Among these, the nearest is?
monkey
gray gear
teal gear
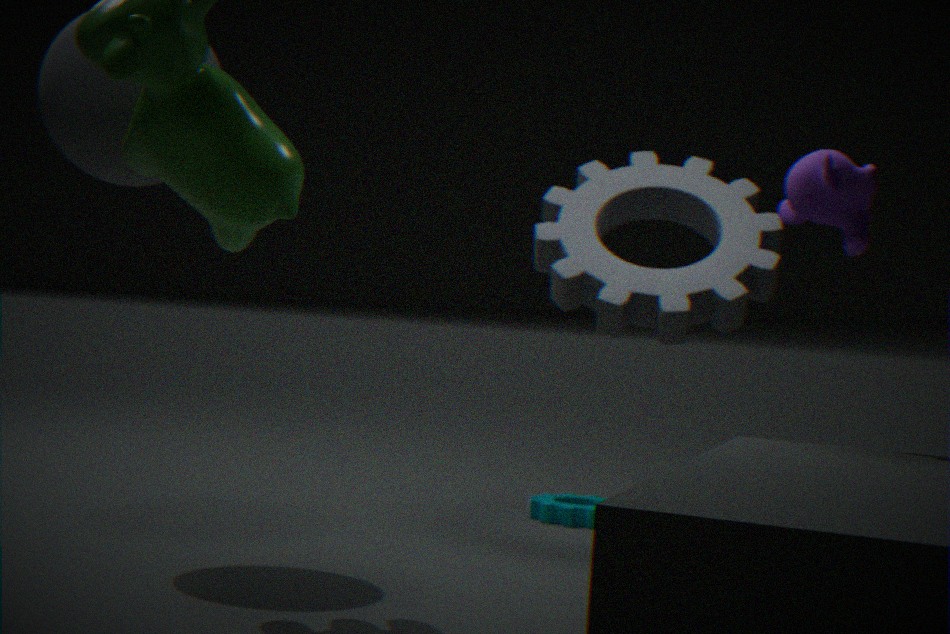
monkey
